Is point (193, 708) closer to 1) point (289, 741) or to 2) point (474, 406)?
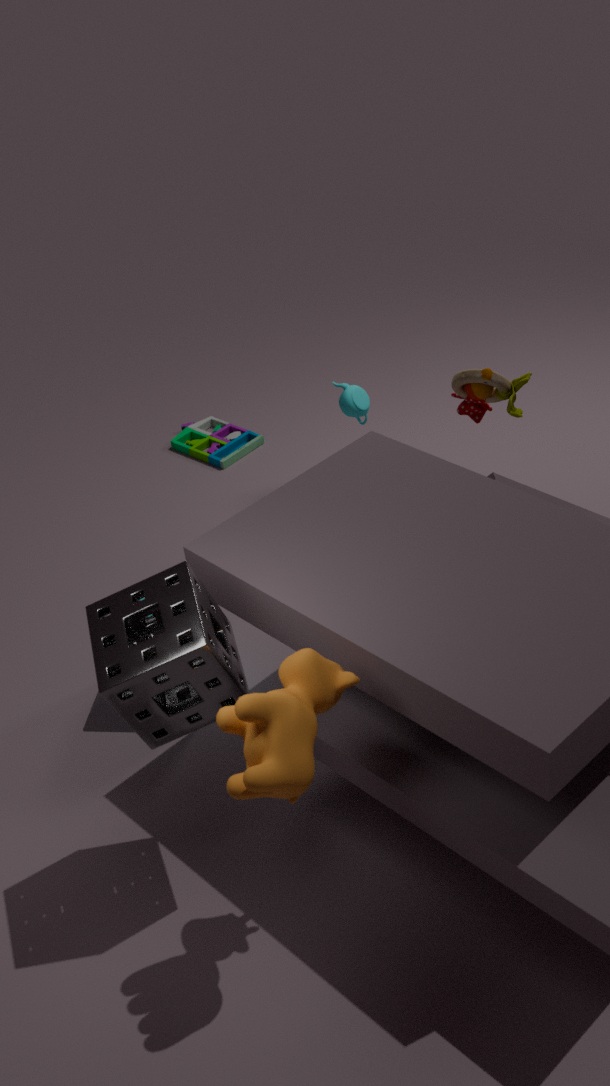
1) point (289, 741)
